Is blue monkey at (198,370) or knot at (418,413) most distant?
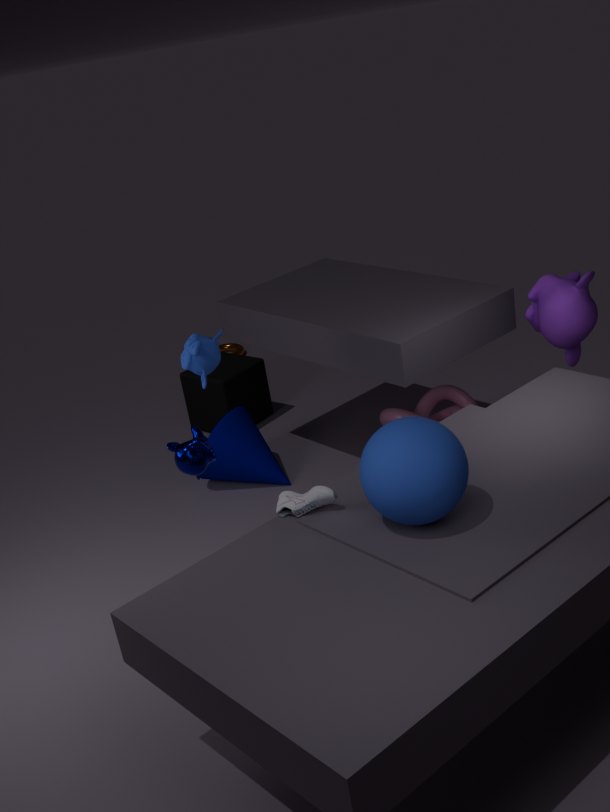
knot at (418,413)
